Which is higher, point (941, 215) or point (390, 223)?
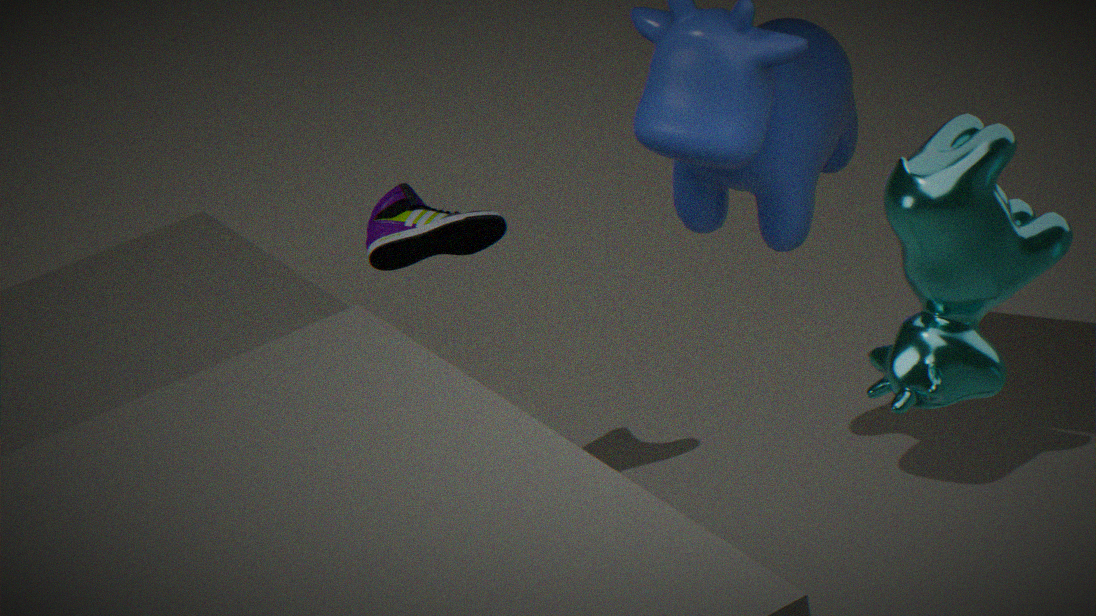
point (941, 215)
